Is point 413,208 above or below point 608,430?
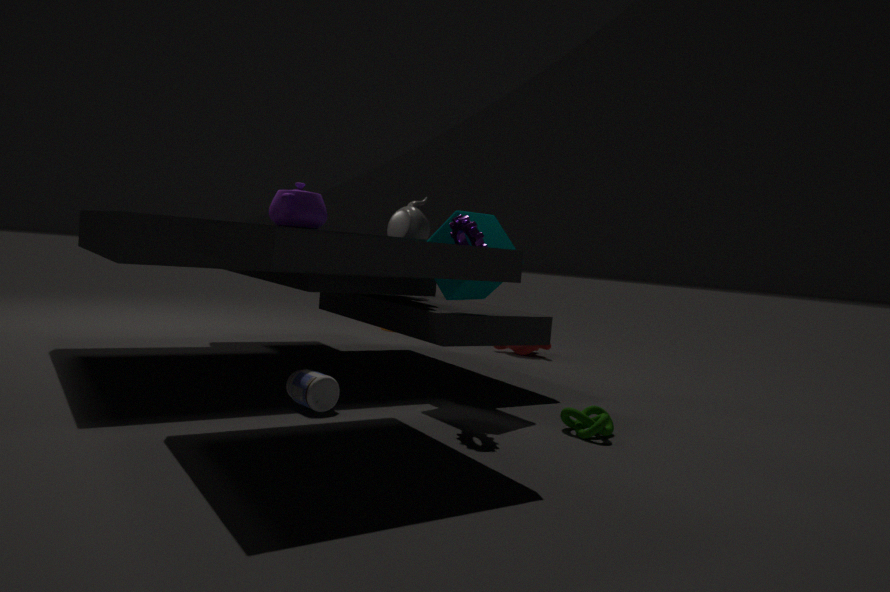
above
